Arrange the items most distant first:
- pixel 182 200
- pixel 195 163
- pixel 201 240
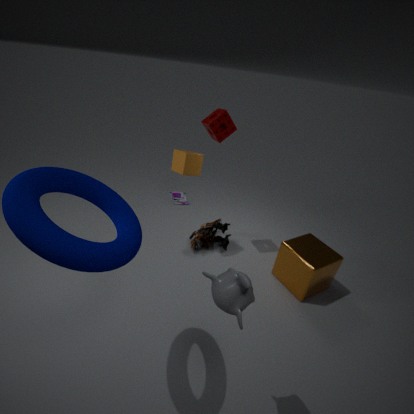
pixel 182 200 → pixel 201 240 → pixel 195 163
